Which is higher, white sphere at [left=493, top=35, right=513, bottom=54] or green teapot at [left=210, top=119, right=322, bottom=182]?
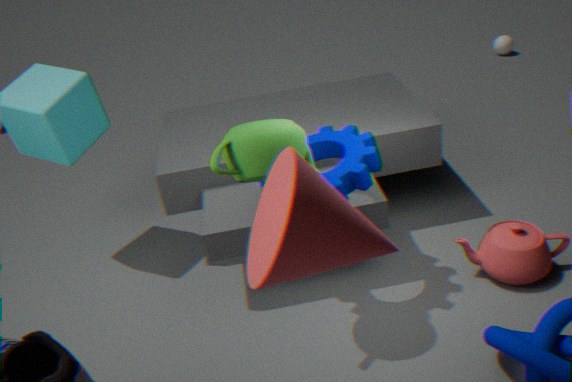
green teapot at [left=210, top=119, right=322, bottom=182]
